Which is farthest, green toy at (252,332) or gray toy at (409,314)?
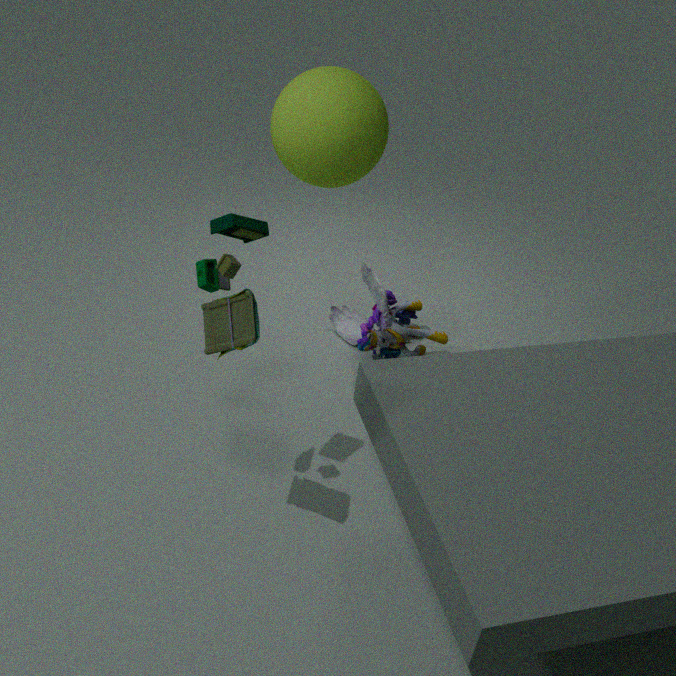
gray toy at (409,314)
